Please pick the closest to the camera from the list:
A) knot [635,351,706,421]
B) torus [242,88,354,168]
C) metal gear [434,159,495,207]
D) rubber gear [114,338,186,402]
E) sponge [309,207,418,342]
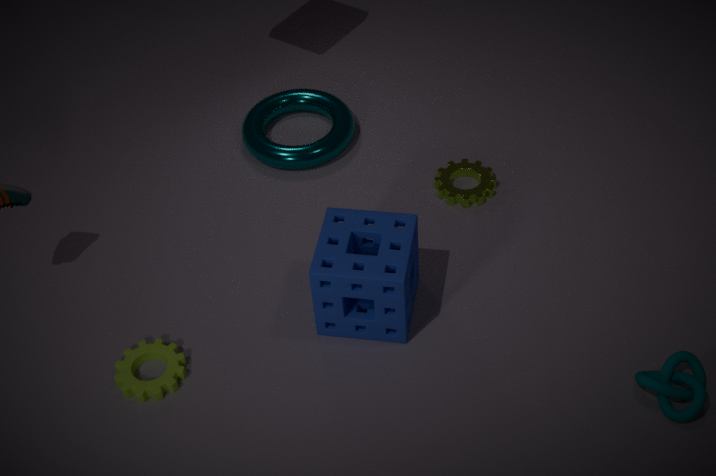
knot [635,351,706,421]
